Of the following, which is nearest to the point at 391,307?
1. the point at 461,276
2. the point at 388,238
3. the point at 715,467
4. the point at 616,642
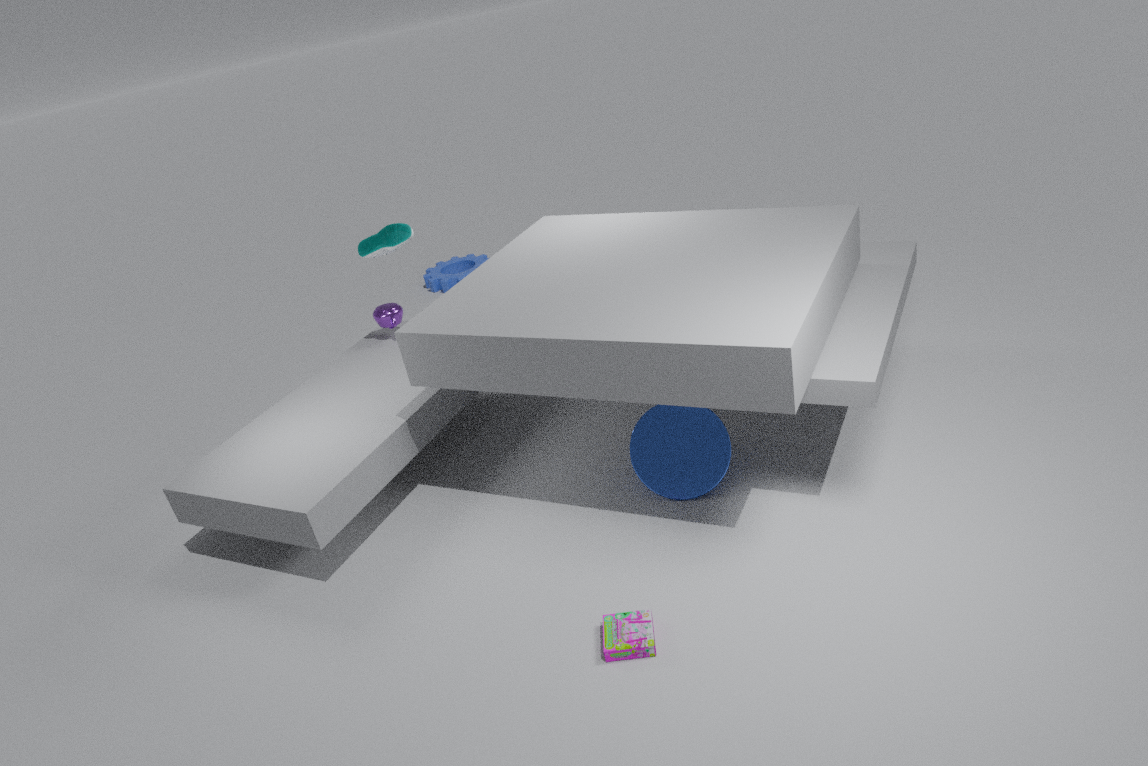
the point at 388,238
